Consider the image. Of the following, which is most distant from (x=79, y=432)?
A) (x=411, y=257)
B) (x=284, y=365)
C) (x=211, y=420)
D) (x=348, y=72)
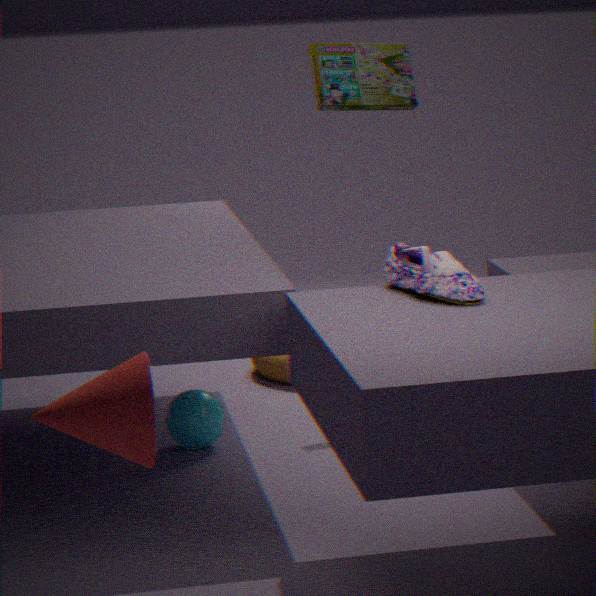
(x=284, y=365)
